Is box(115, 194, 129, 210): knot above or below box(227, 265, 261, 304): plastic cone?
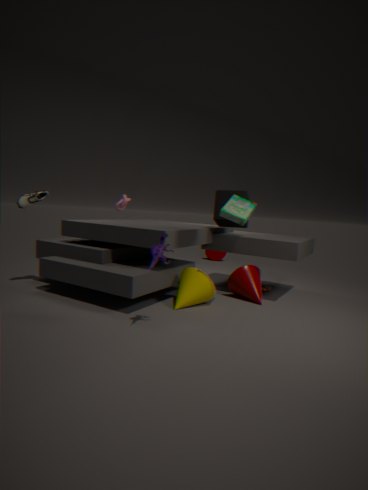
above
